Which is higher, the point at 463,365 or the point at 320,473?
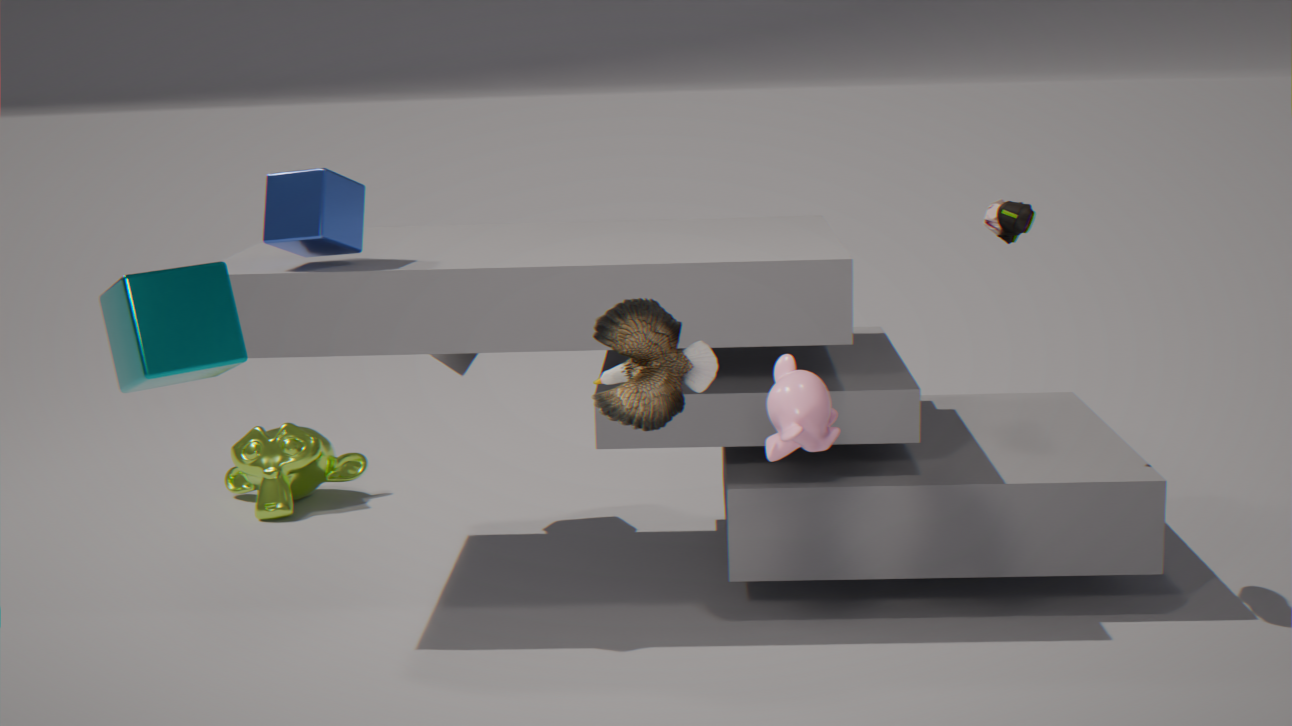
the point at 463,365
